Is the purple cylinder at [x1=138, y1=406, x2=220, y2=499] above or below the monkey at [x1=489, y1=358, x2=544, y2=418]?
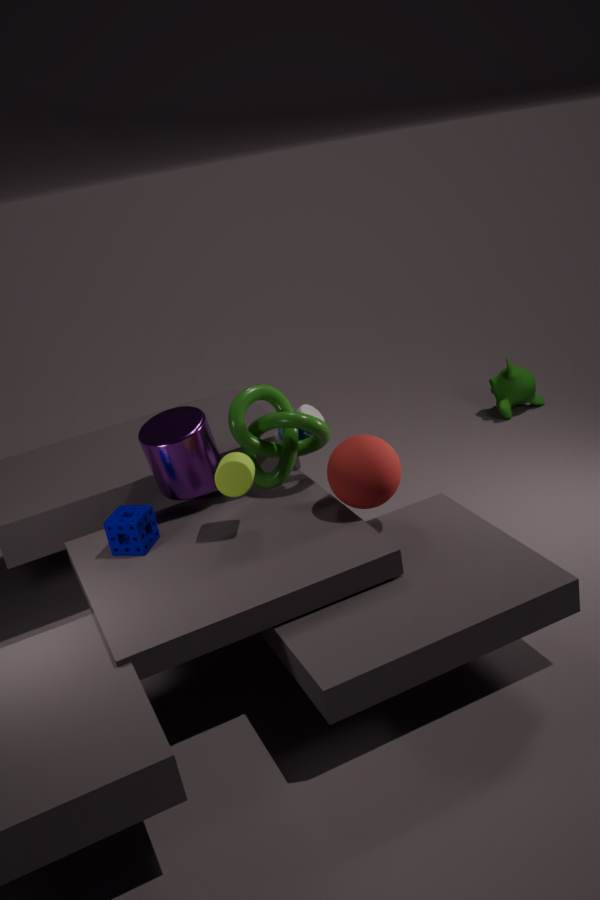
above
